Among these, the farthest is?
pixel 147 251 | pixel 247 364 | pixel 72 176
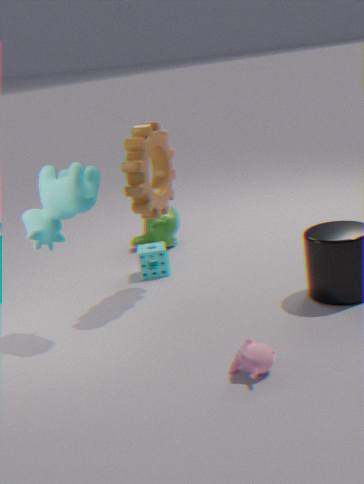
pixel 147 251
